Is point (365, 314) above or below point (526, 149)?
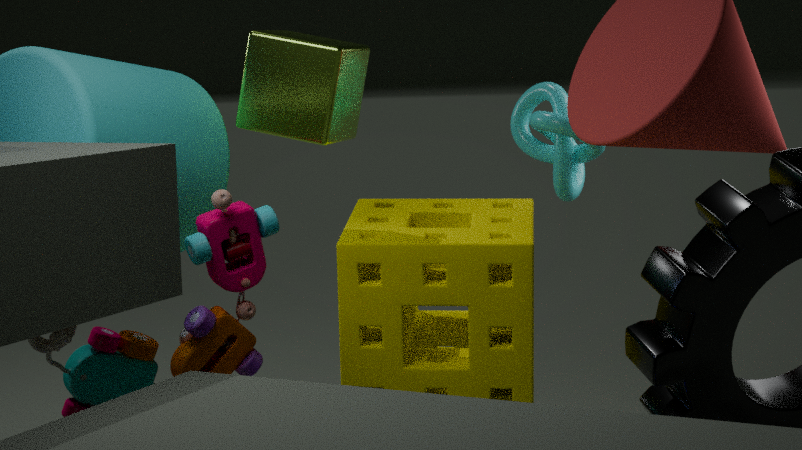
below
